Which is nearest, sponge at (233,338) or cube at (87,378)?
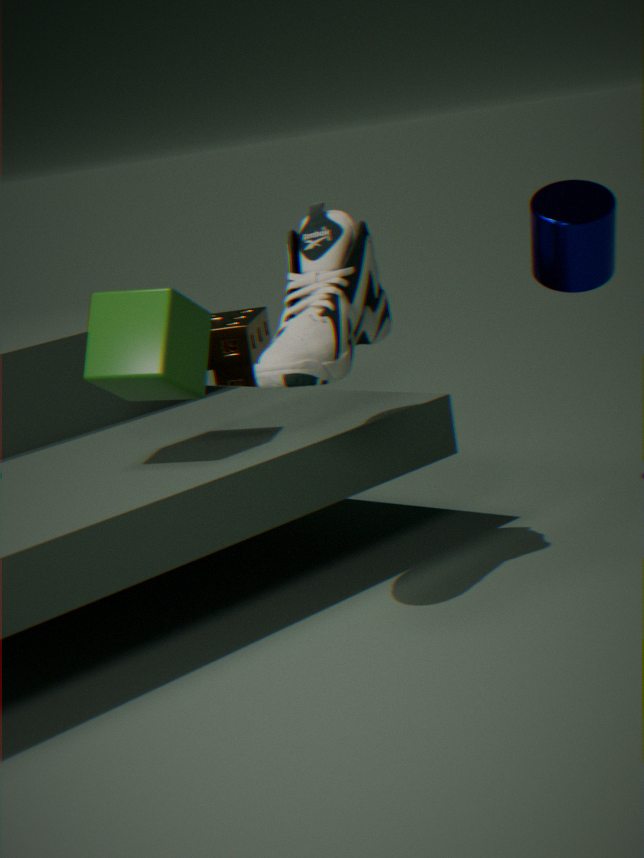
cube at (87,378)
